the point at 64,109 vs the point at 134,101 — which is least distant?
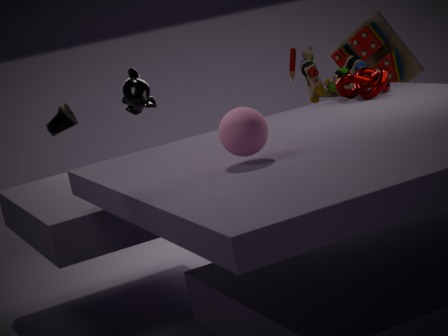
the point at 64,109
